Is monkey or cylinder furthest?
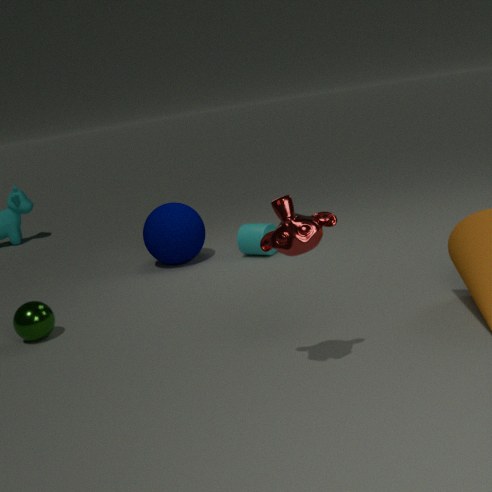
cylinder
